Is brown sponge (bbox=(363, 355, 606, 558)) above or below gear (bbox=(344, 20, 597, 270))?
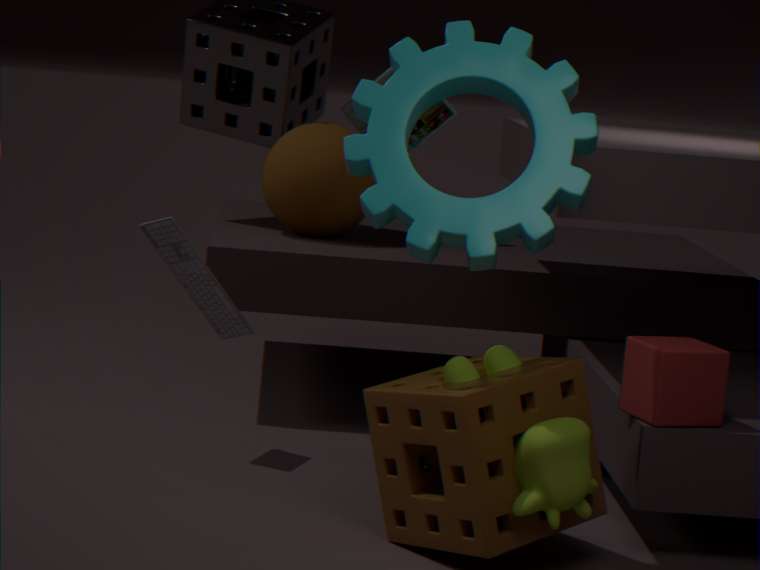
below
